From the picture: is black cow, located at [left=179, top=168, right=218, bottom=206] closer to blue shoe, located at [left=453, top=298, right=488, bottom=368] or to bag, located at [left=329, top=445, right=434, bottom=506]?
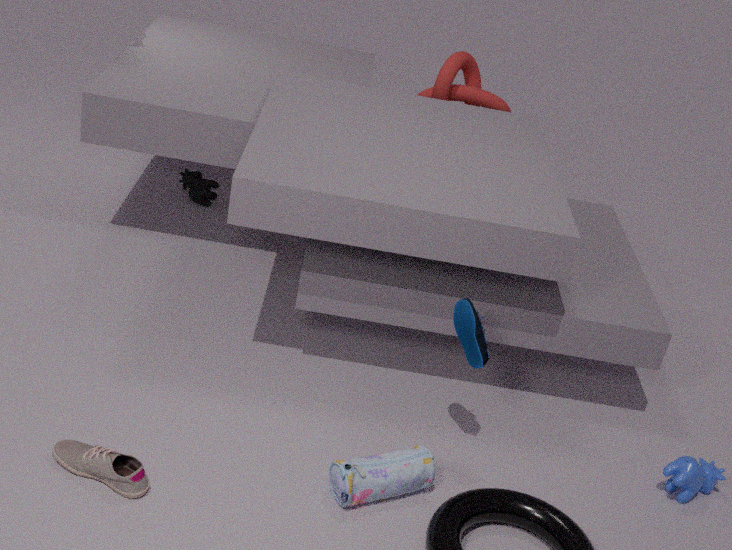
blue shoe, located at [left=453, top=298, right=488, bottom=368]
